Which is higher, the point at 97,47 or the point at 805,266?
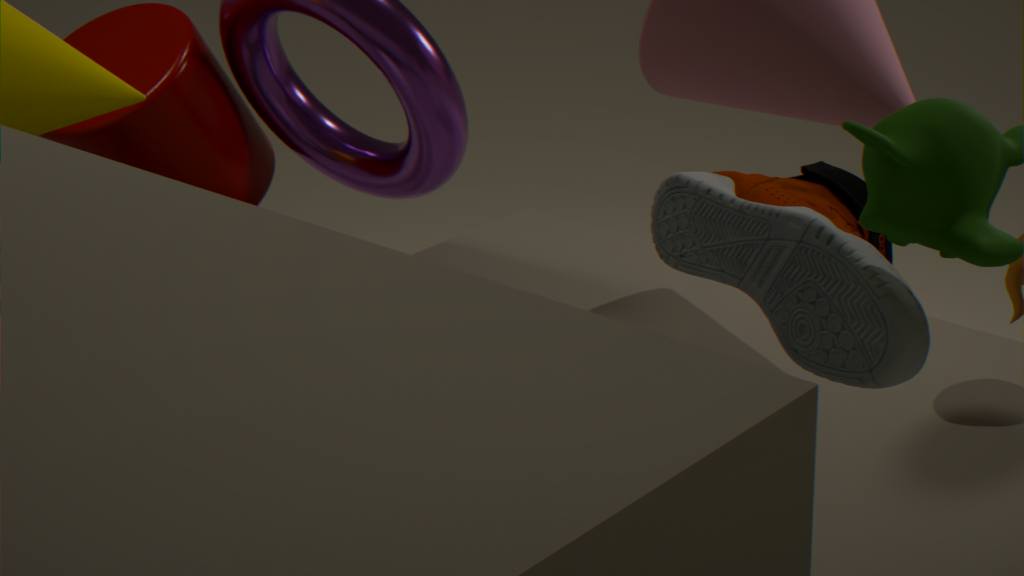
the point at 805,266
